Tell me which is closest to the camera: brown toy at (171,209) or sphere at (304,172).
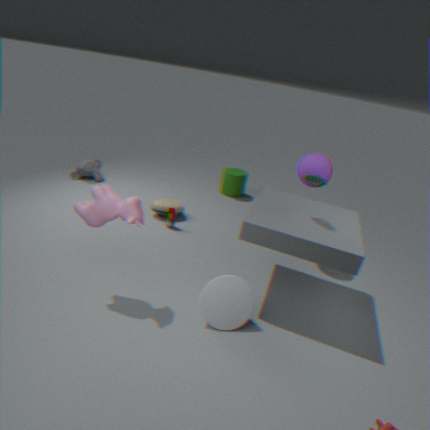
sphere at (304,172)
